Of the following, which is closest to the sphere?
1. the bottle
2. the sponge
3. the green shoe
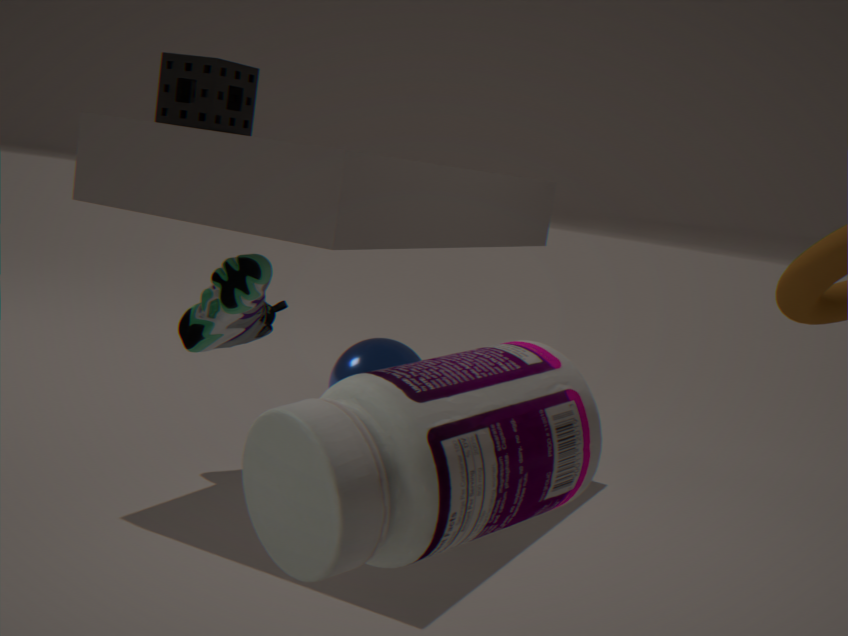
the green shoe
